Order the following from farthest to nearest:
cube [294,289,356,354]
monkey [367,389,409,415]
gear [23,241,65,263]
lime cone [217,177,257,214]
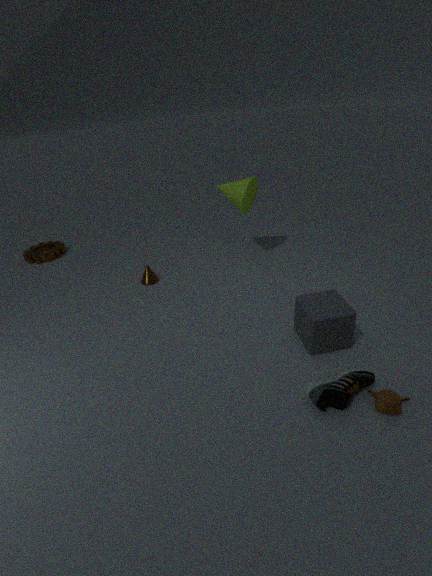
gear [23,241,65,263] < lime cone [217,177,257,214] < cube [294,289,356,354] < monkey [367,389,409,415]
